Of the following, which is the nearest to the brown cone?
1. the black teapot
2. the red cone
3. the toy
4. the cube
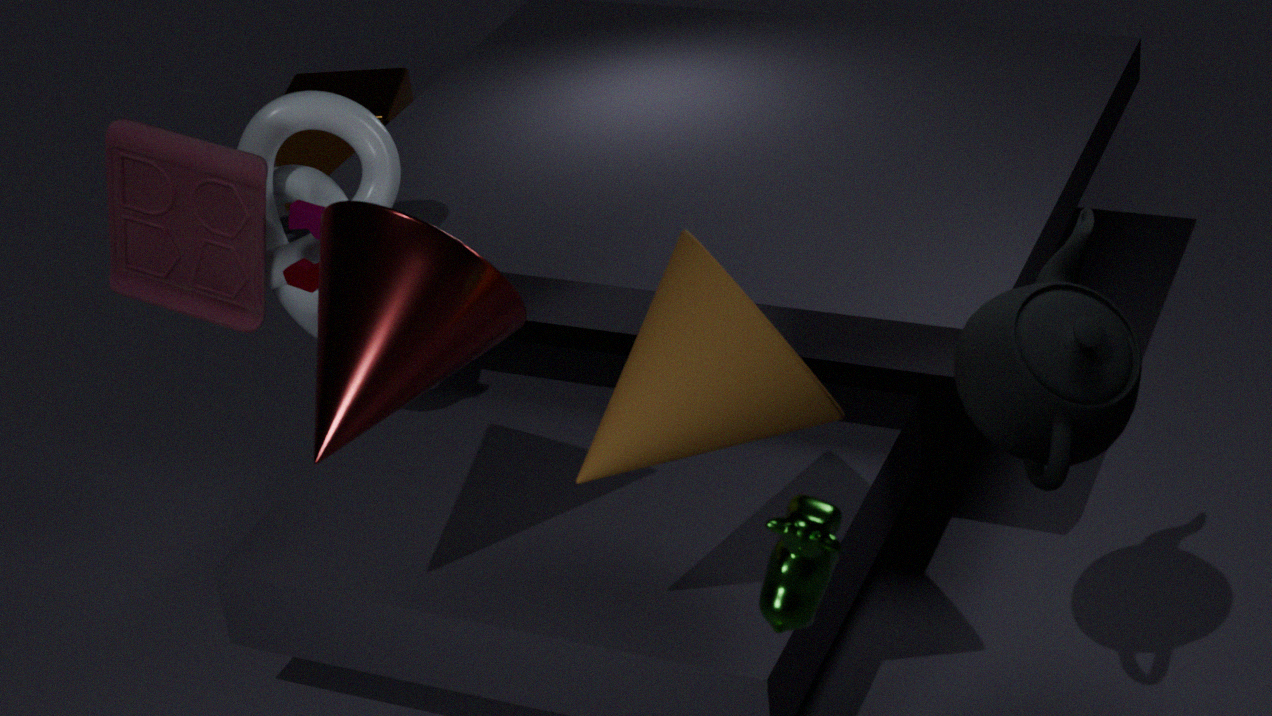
the black teapot
